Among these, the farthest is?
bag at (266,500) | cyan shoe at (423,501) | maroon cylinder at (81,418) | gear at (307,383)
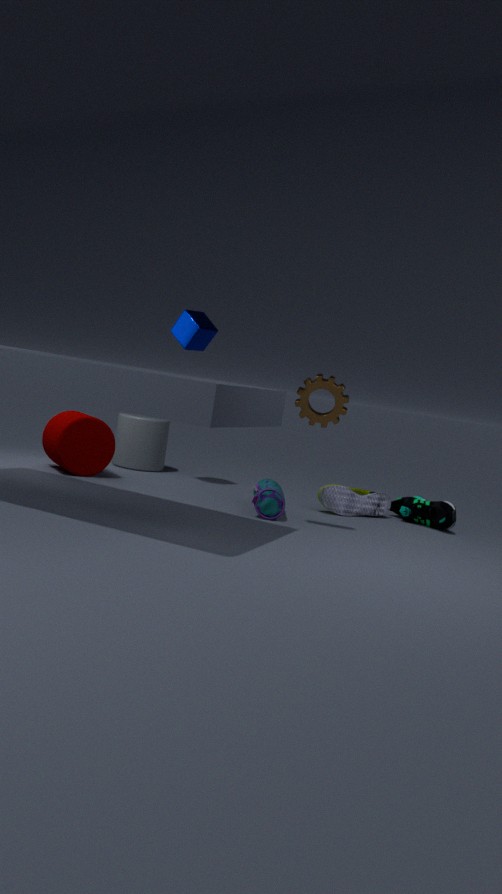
cyan shoe at (423,501)
